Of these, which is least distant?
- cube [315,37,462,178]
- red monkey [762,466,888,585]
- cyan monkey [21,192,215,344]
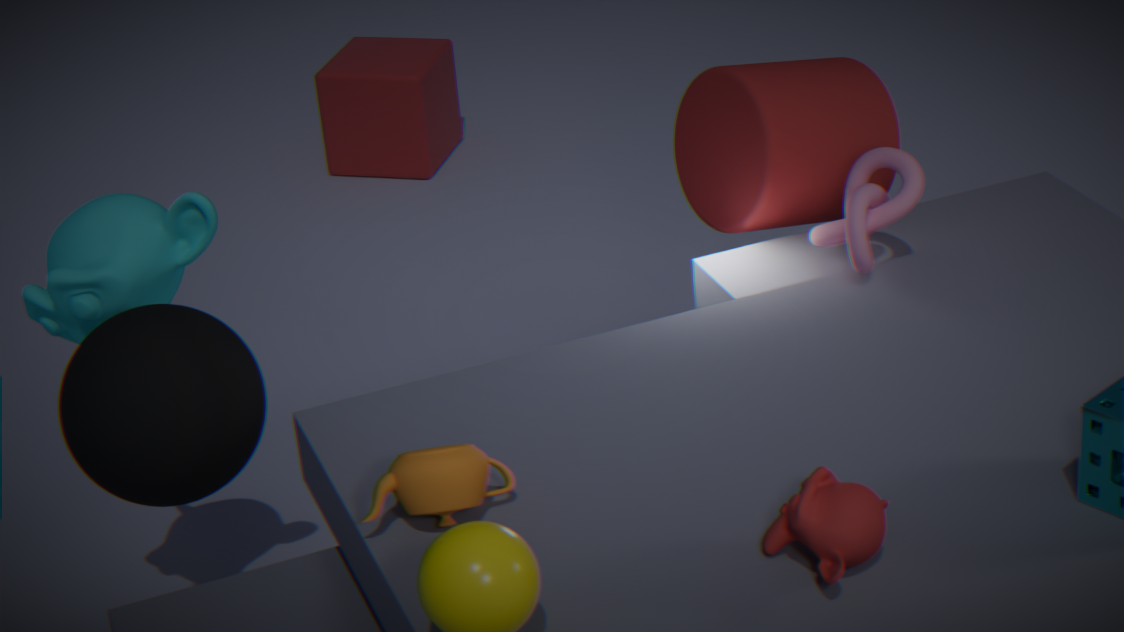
red monkey [762,466,888,585]
